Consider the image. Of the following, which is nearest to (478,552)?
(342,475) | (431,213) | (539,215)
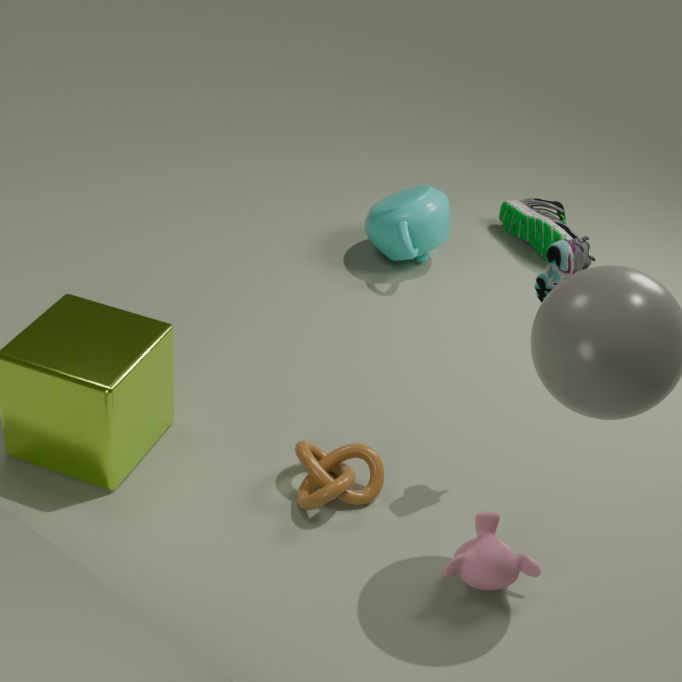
(342,475)
